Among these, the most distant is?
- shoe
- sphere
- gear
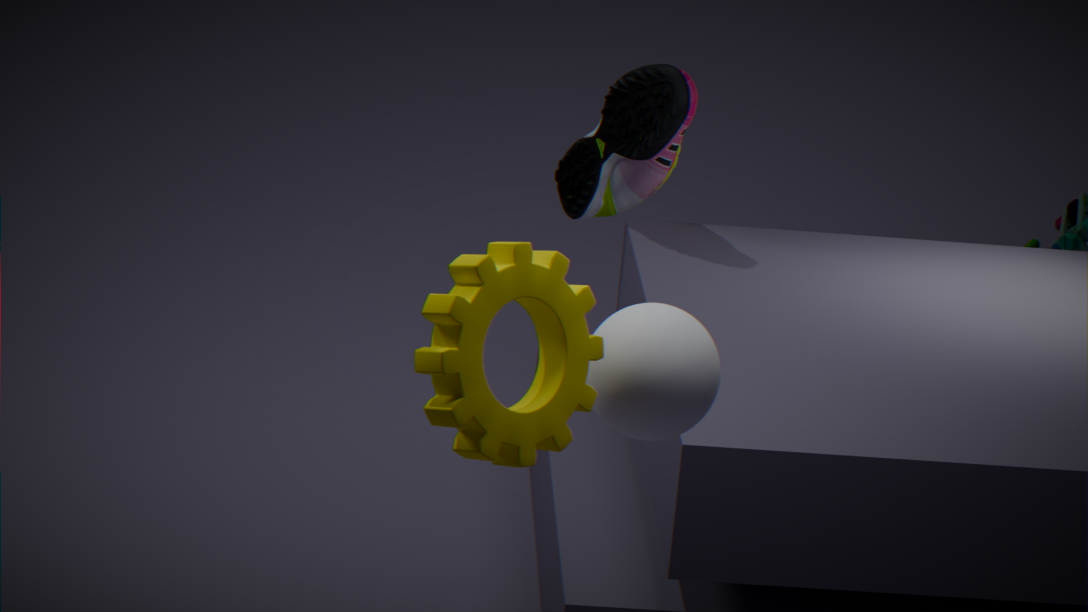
shoe
